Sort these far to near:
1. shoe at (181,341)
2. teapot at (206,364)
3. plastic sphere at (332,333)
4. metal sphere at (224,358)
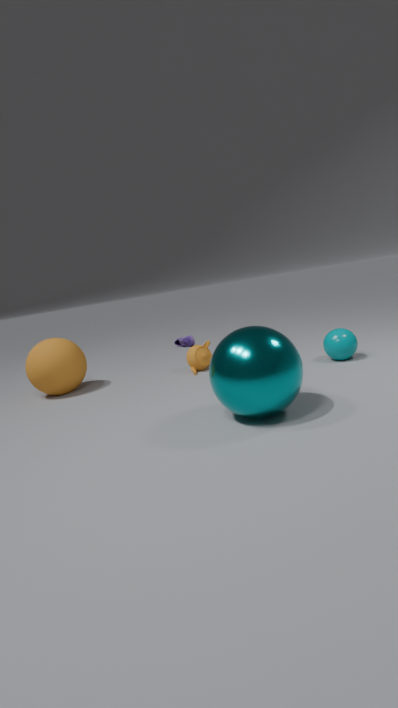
shoe at (181,341), teapot at (206,364), plastic sphere at (332,333), metal sphere at (224,358)
